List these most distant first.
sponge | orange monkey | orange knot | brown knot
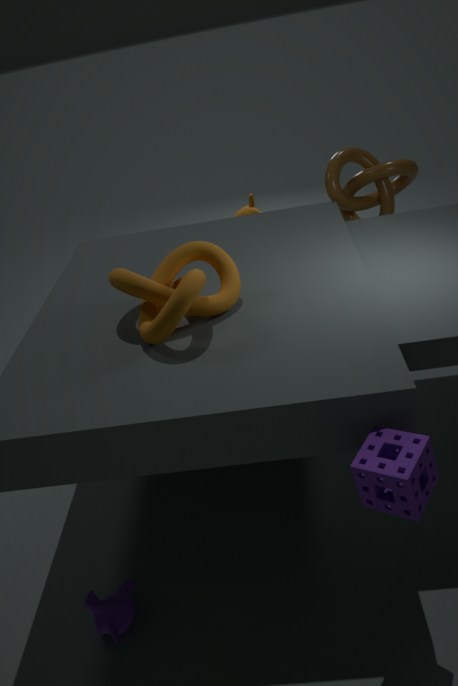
orange monkey < brown knot < orange knot < sponge
